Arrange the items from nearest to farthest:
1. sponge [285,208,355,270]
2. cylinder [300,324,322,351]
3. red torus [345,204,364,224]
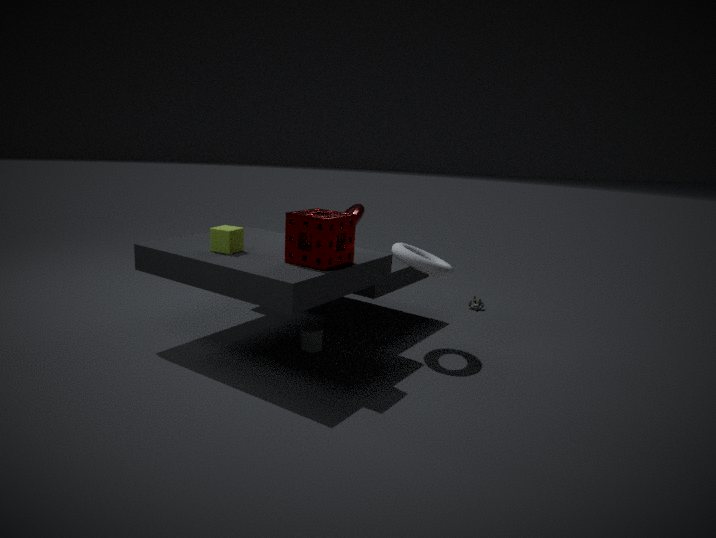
→ sponge [285,208,355,270] < cylinder [300,324,322,351] < red torus [345,204,364,224]
